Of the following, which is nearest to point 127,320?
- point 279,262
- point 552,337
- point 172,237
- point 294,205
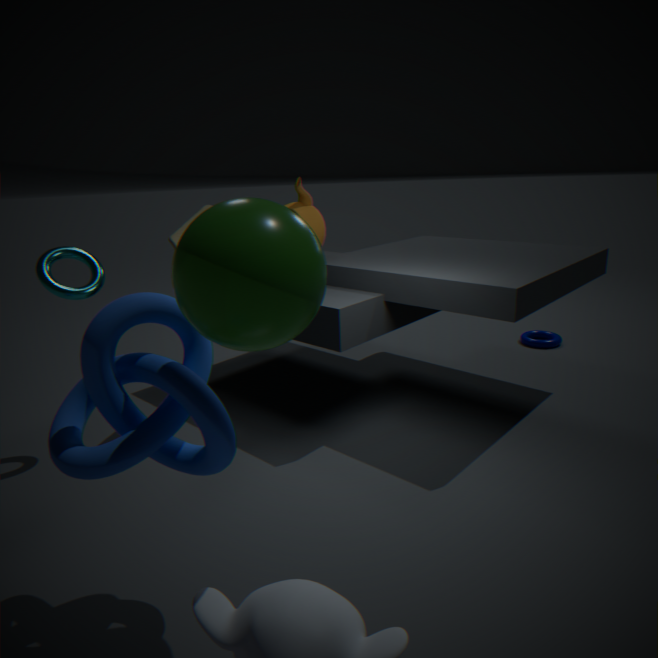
point 279,262
